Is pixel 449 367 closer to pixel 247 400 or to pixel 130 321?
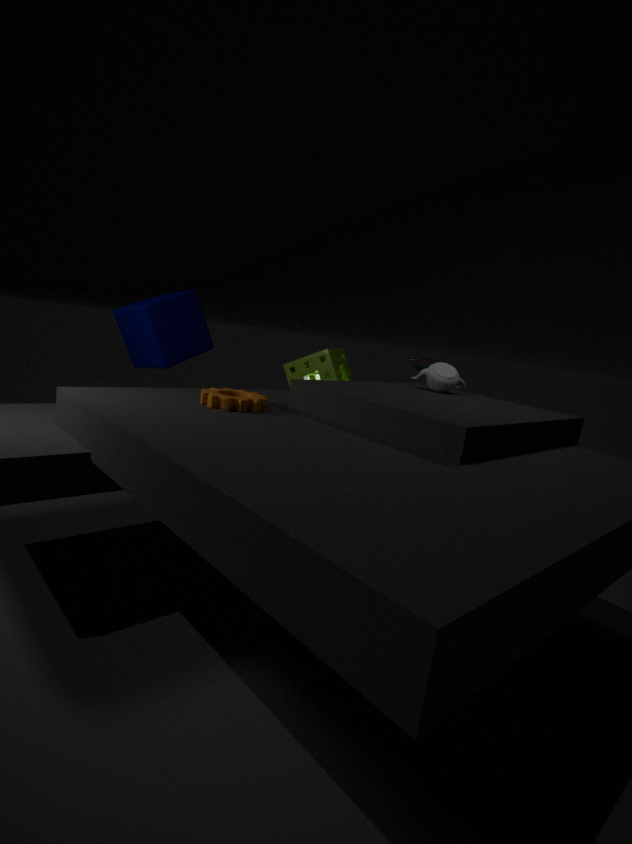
pixel 247 400
